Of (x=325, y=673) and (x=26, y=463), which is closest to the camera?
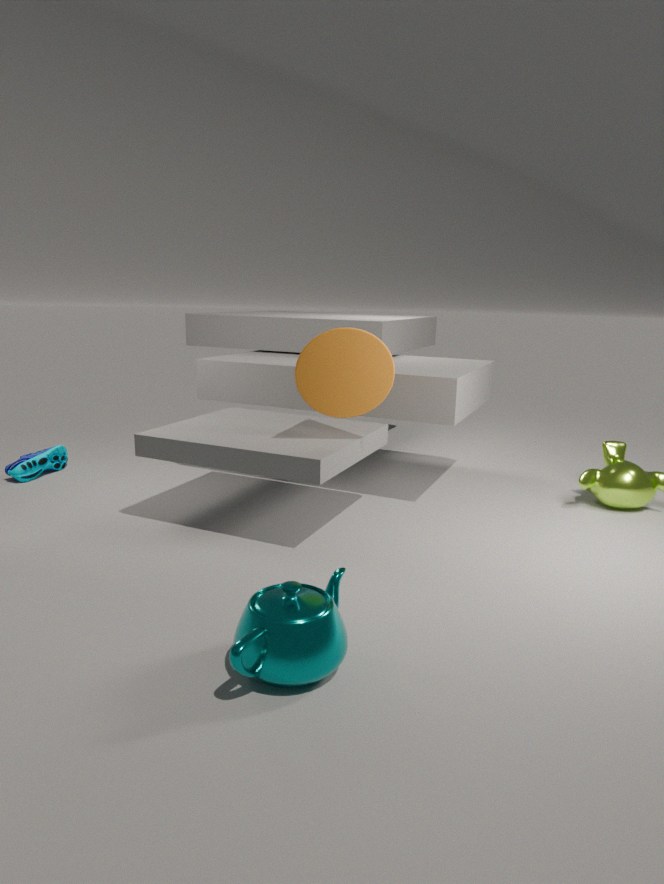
(x=325, y=673)
